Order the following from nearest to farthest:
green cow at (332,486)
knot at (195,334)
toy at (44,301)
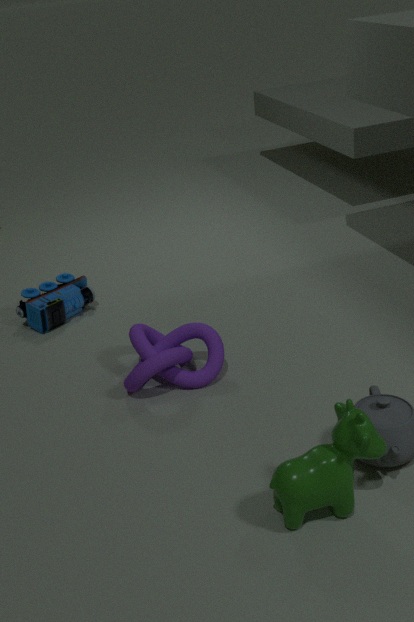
green cow at (332,486) < knot at (195,334) < toy at (44,301)
